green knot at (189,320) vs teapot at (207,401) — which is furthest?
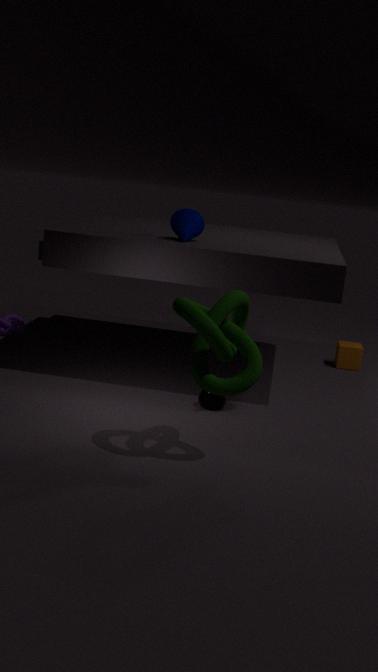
teapot at (207,401)
